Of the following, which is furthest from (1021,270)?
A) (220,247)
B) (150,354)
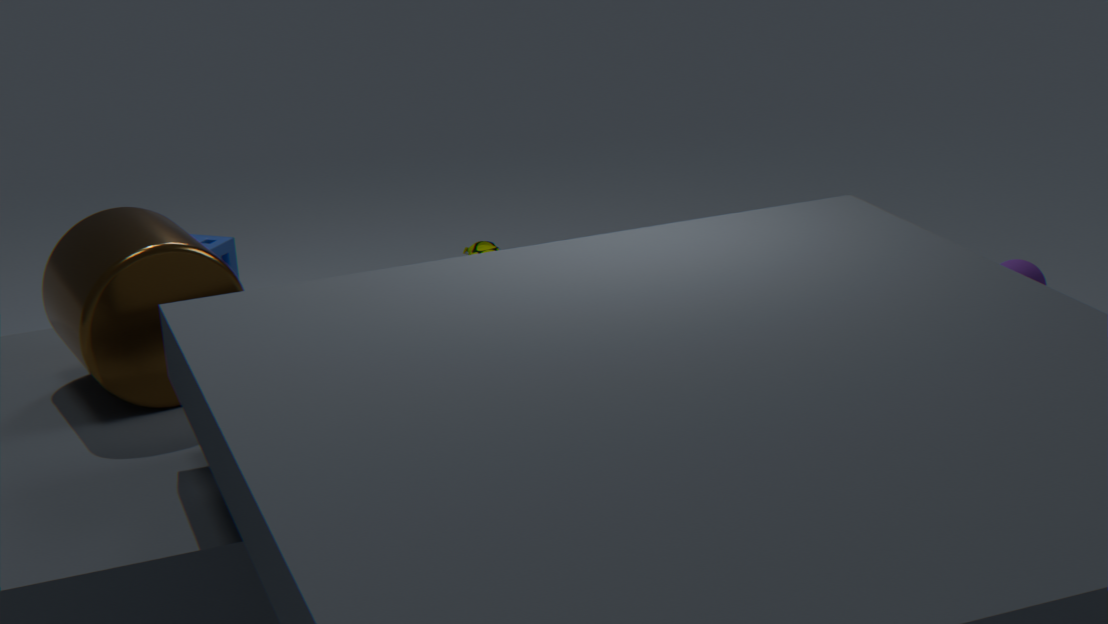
(150,354)
